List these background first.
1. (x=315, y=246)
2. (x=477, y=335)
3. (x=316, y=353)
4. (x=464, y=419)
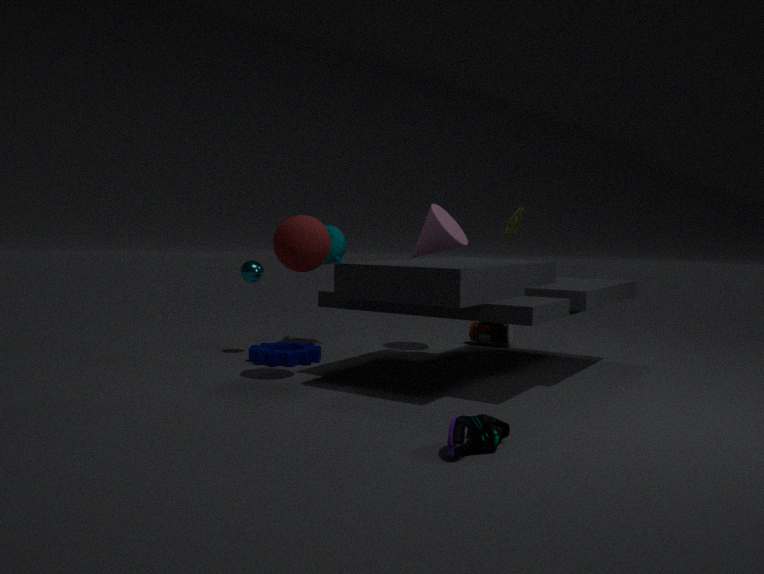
(x=477, y=335) → (x=316, y=353) → (x=315, y=246) → (x=464, y=419)
